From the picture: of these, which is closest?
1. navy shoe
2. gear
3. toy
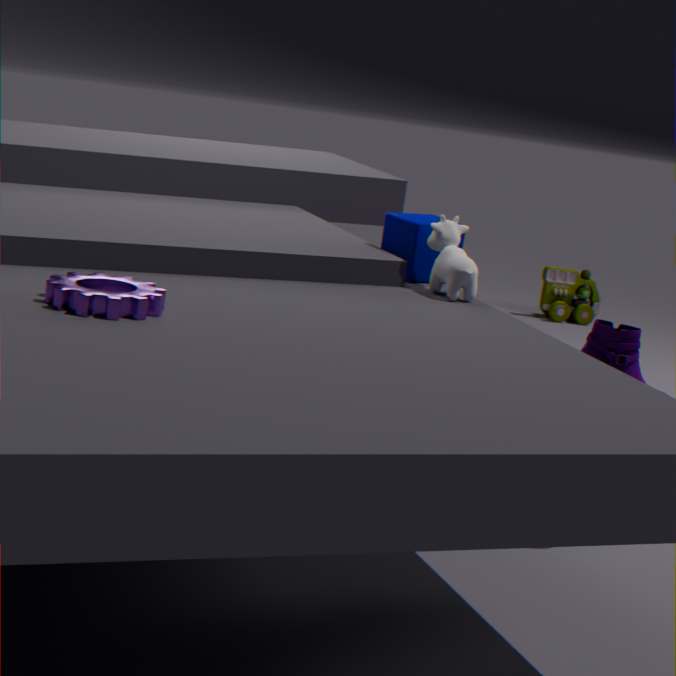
gear
